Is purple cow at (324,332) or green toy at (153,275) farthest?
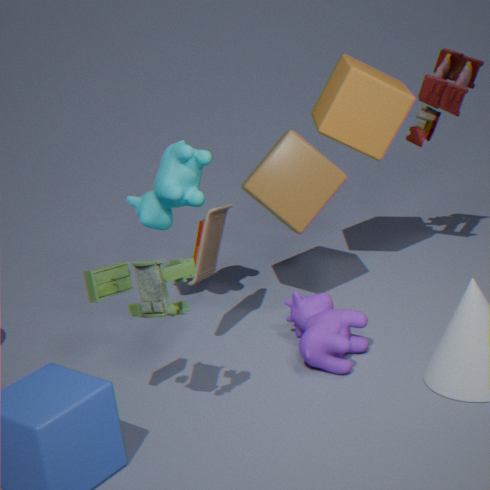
purple cow at (324,332)
